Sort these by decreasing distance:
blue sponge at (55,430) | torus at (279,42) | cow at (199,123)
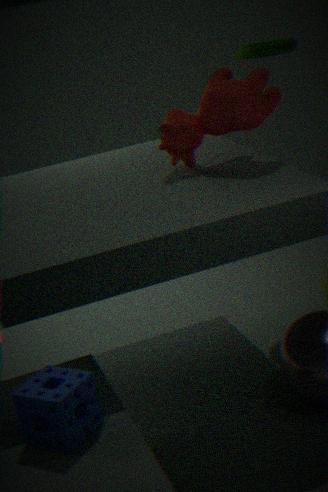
1. torus at (279,42)
2. cow at (199,123)
3. blue sponge at (55,430)
